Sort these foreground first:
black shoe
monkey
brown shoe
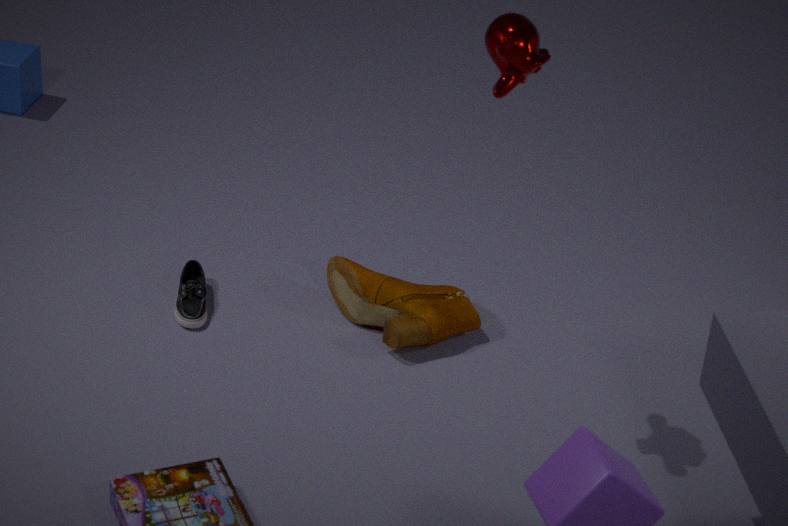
1. monkey
2. brown shoe
3. black shoe
